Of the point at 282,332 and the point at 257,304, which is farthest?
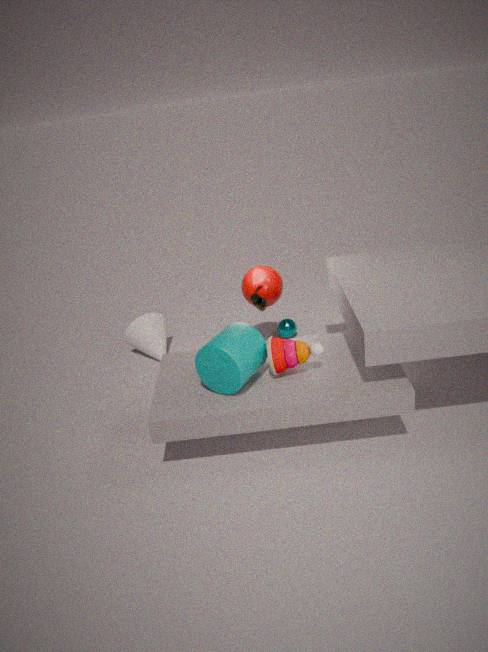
the point at 282,332
